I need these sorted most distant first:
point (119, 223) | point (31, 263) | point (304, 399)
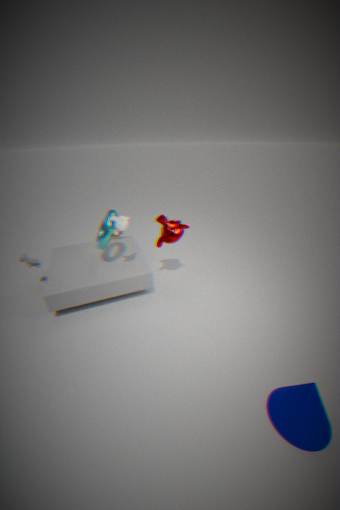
point (31, 263) → point (119, 223) → point (304, 399)
